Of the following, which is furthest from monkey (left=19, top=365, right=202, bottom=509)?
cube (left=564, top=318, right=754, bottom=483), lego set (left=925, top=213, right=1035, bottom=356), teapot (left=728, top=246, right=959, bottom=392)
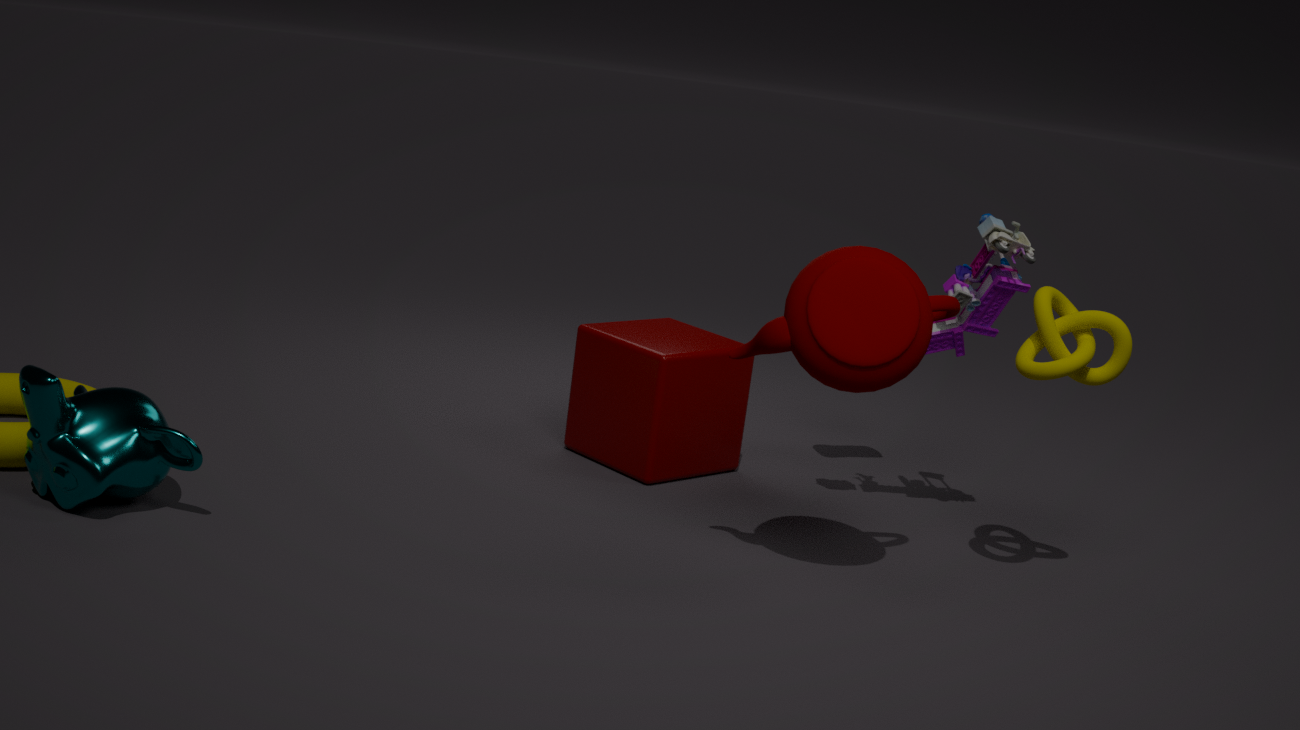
lego set (left=925, top=213, right=1035, bottom=356)
